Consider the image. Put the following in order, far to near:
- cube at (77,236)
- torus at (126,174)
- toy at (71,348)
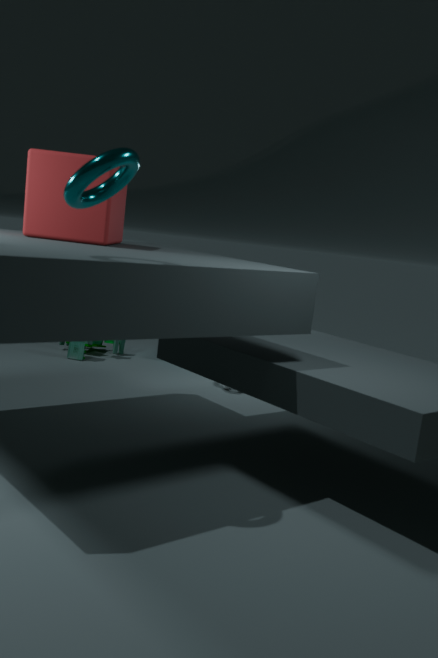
toy at (71,348), cube at (77,236), torus at (126,174)
